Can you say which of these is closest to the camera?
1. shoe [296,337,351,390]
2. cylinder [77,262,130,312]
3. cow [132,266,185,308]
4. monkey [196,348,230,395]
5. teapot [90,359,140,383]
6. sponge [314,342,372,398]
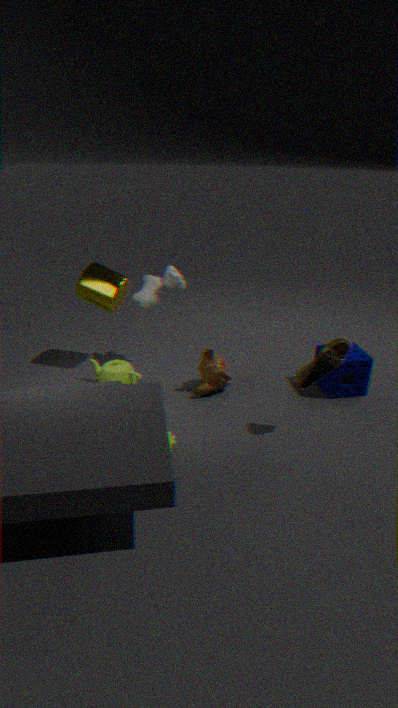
shoe [296,337,351,390]
